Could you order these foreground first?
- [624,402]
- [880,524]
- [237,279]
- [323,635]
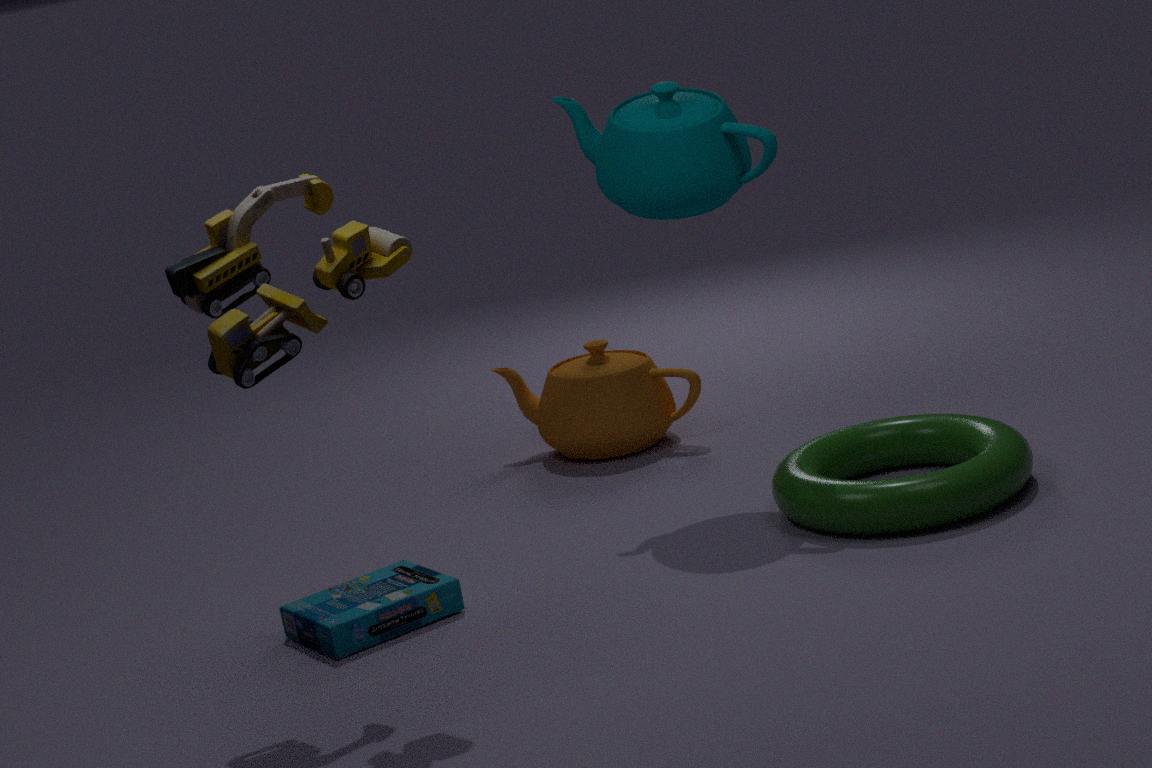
[237,279], [323,635], [880,524], [624,402]
